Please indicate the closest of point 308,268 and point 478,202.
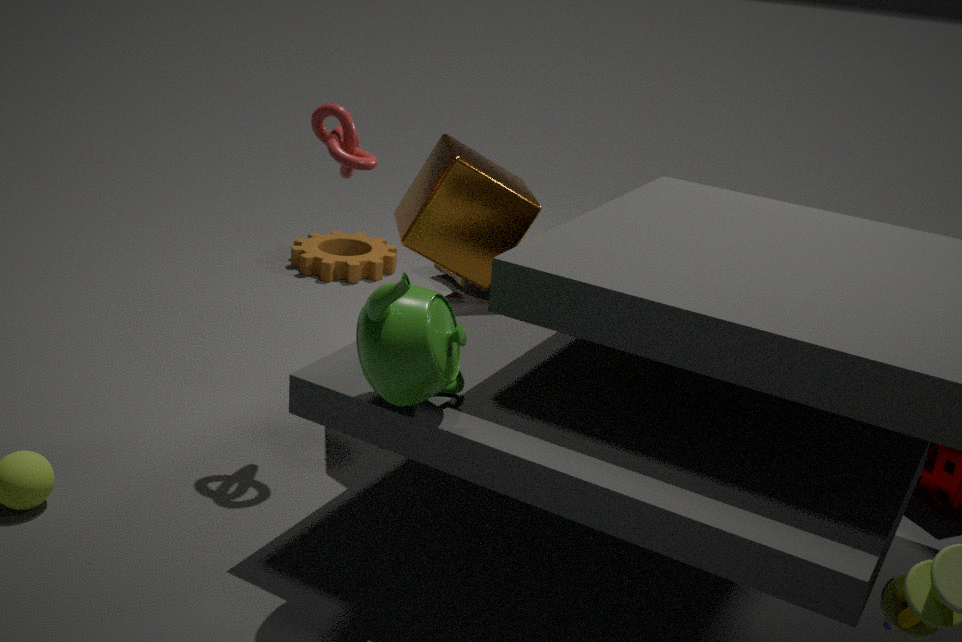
point 478,202
